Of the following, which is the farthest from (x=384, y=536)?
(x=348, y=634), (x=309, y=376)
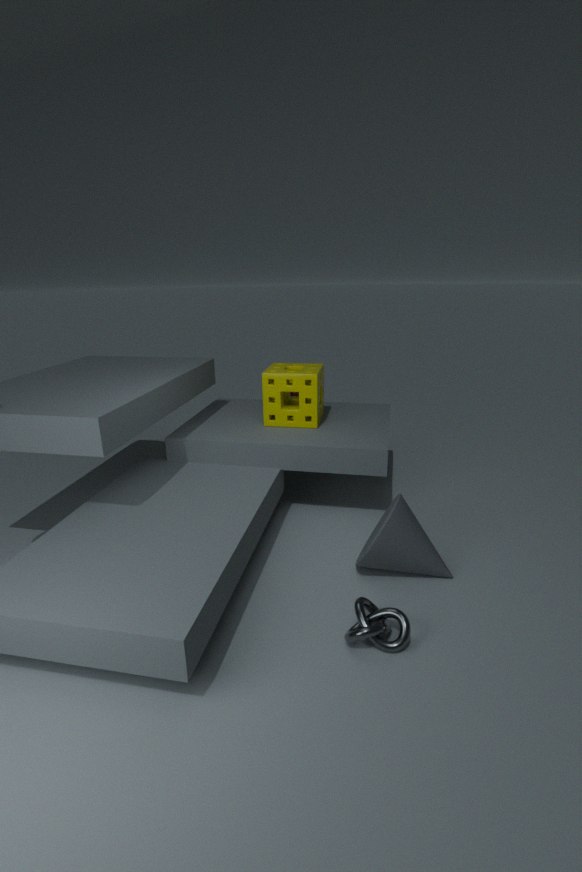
(x=309, y=376)
